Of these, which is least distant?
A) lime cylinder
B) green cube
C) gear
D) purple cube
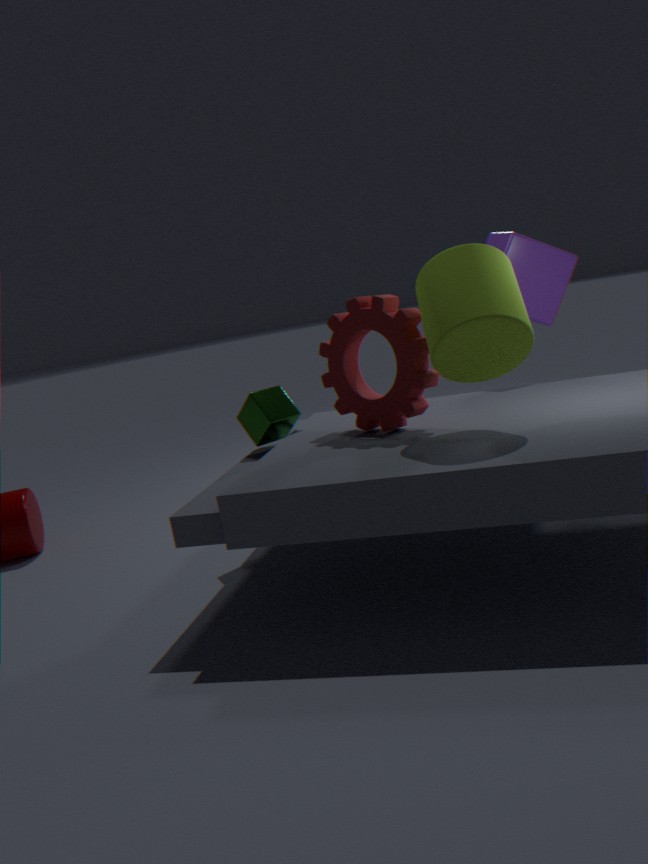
lime cylinder
